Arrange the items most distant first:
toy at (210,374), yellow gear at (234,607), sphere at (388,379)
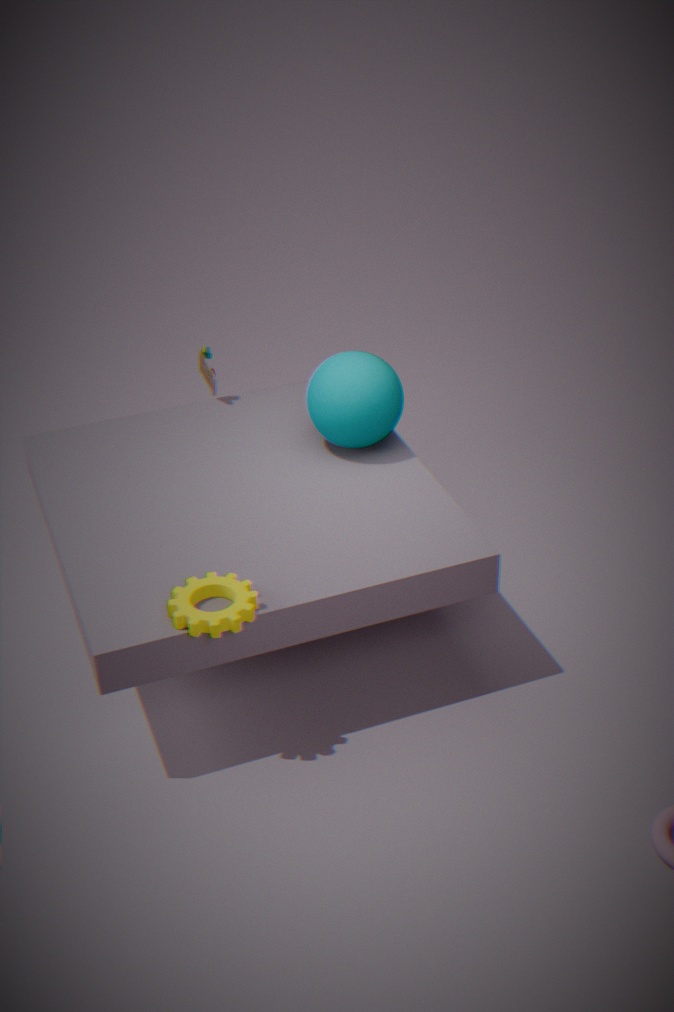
toy at (210,374) < sphere at (388,379) < yellow gear at (234,607)
